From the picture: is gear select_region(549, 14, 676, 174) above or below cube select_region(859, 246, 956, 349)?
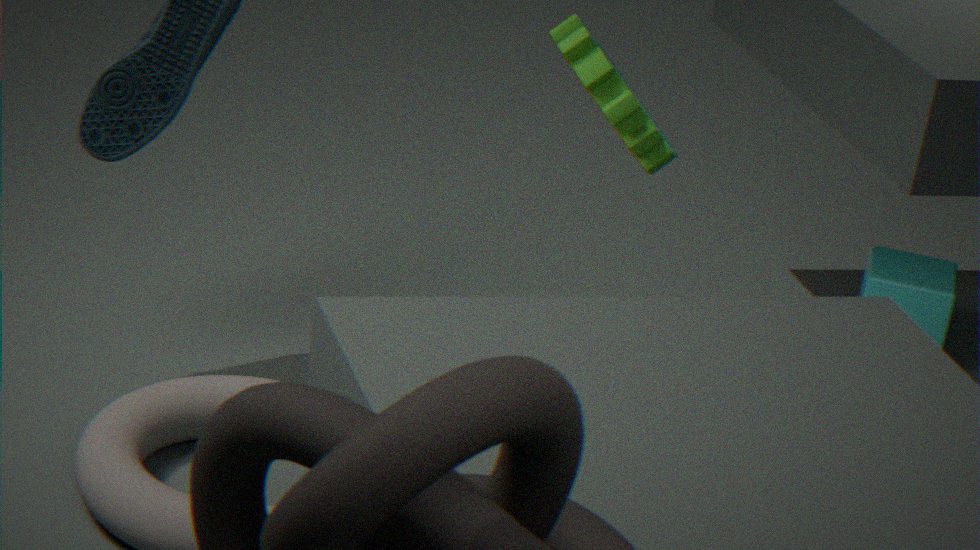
above
